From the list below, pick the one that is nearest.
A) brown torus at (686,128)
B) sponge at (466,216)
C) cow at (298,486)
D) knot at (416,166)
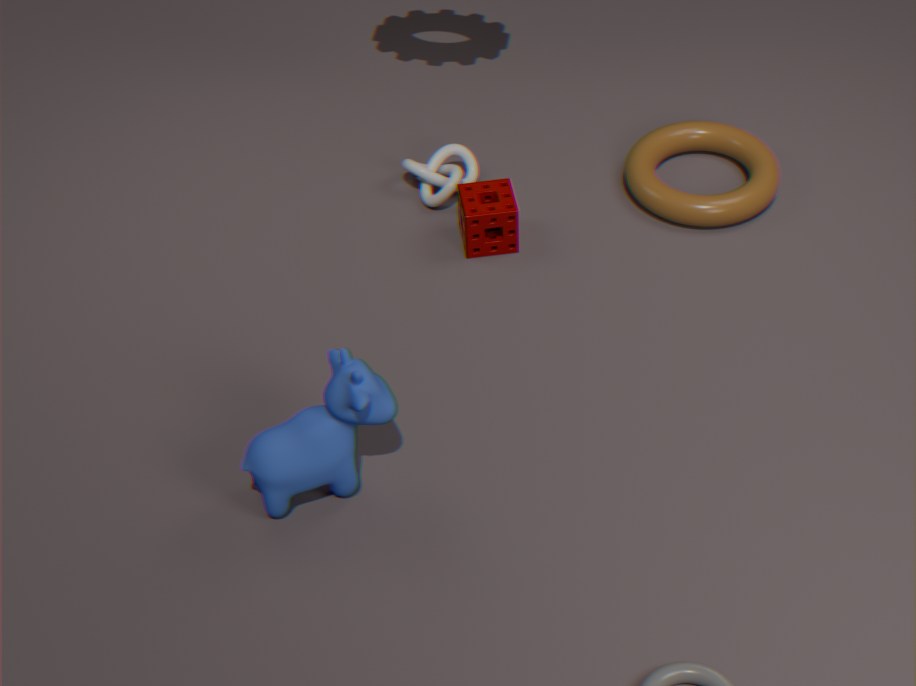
cow at (298,486)
